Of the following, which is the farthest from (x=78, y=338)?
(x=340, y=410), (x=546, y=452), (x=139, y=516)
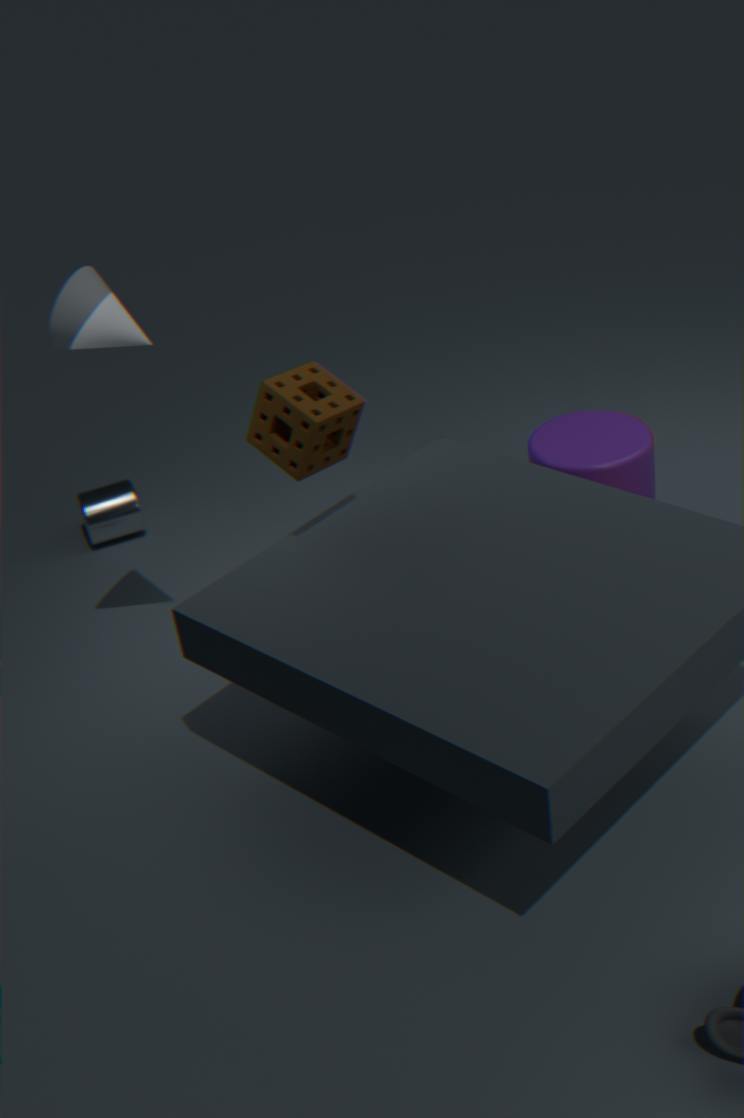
(x=546, y=452)
